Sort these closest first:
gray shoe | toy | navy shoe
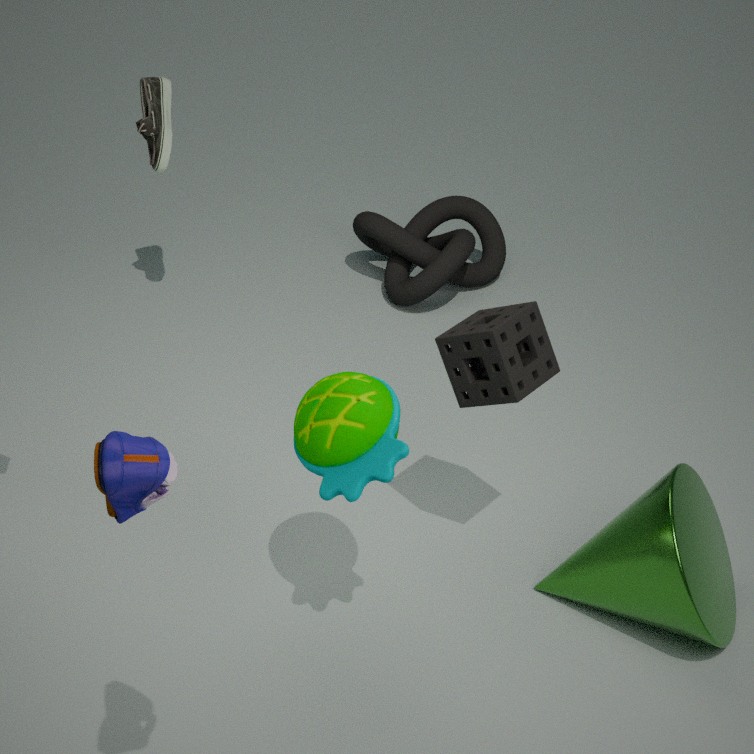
1. navy shoe
2. toy
3. gray shoe
